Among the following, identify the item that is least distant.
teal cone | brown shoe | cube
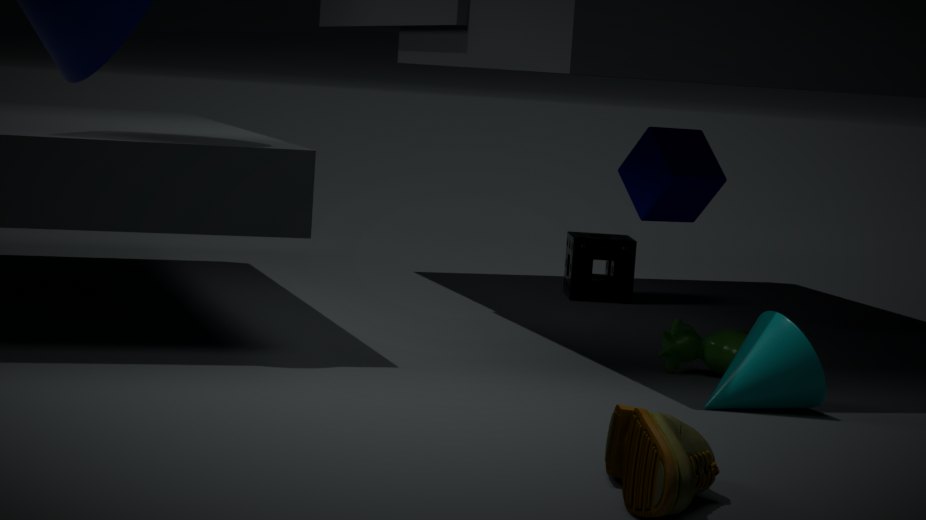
brown shoe
